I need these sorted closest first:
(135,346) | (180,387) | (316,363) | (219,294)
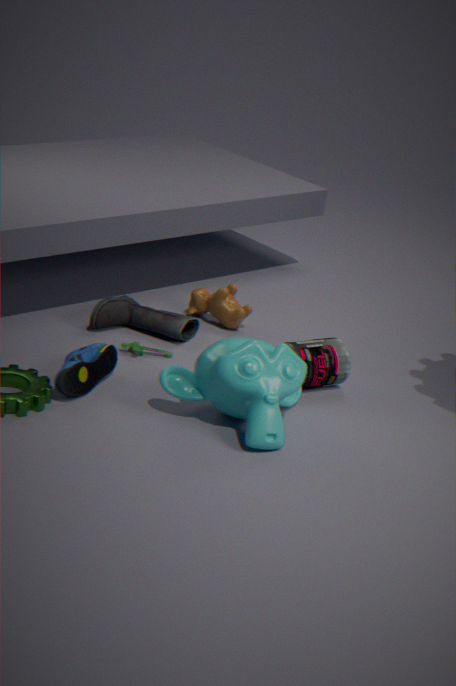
(180,387), (316,363), (135,346), (219,294)
